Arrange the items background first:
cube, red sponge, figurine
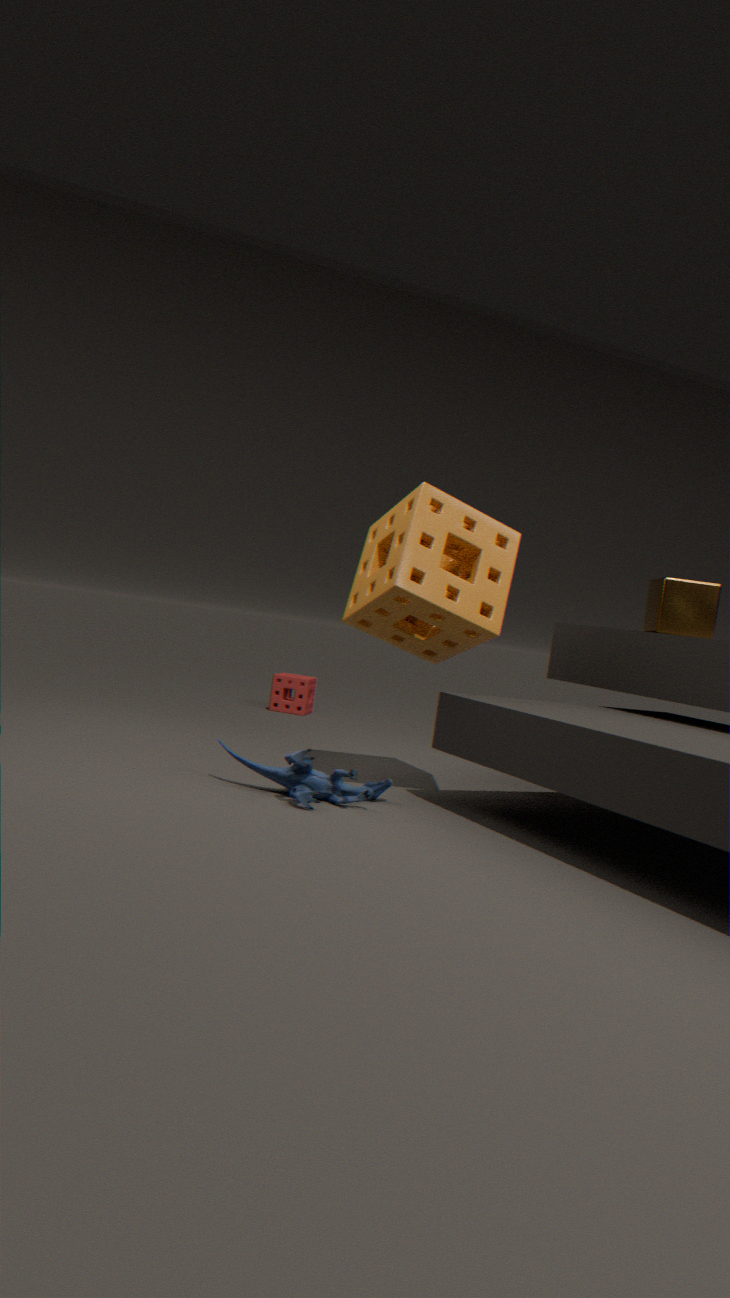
red sponge
cube
figurine
